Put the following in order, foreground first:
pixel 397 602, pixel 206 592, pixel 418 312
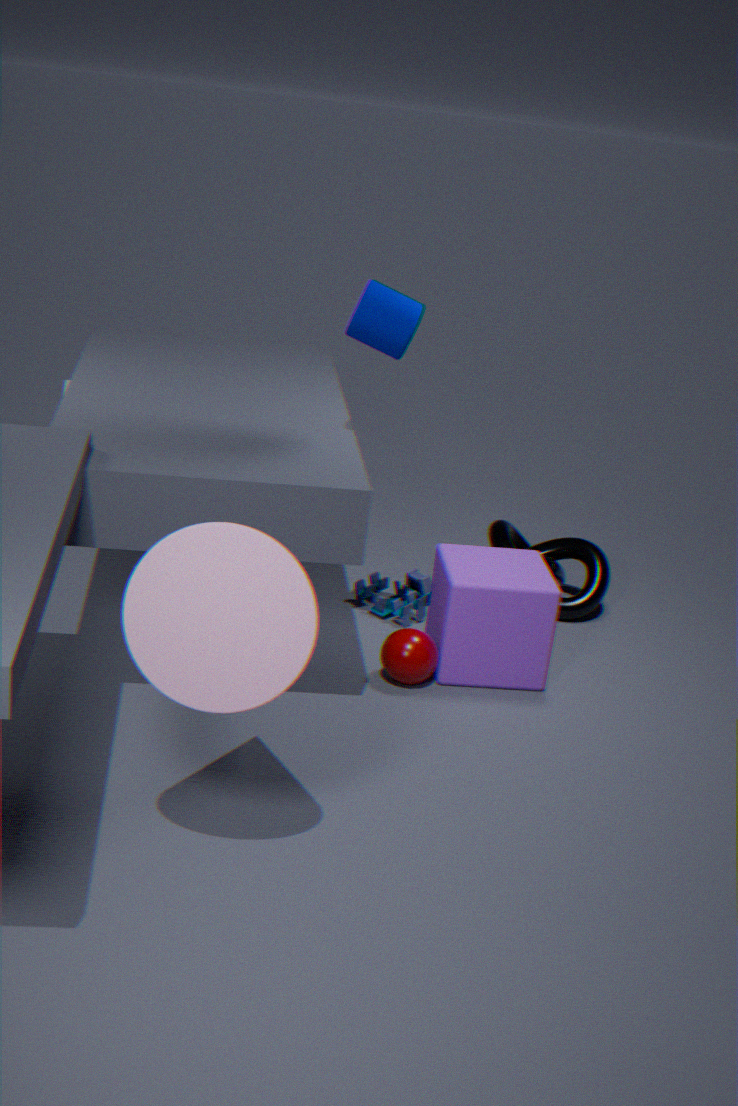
pixel 206 592 → pixel 418 312 → pixel 397 602
